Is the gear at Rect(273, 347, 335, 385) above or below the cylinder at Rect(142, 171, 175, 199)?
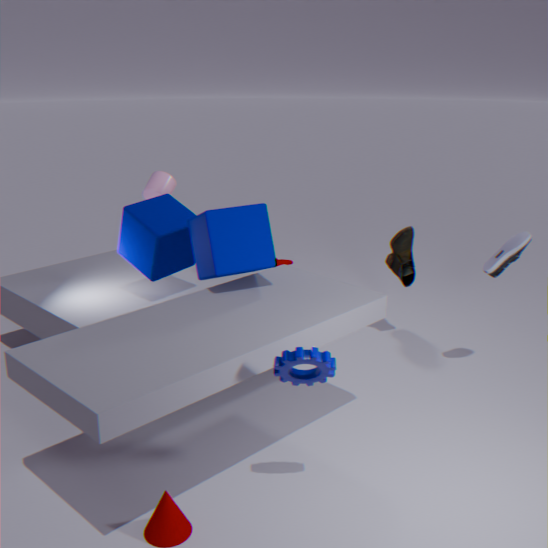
below
